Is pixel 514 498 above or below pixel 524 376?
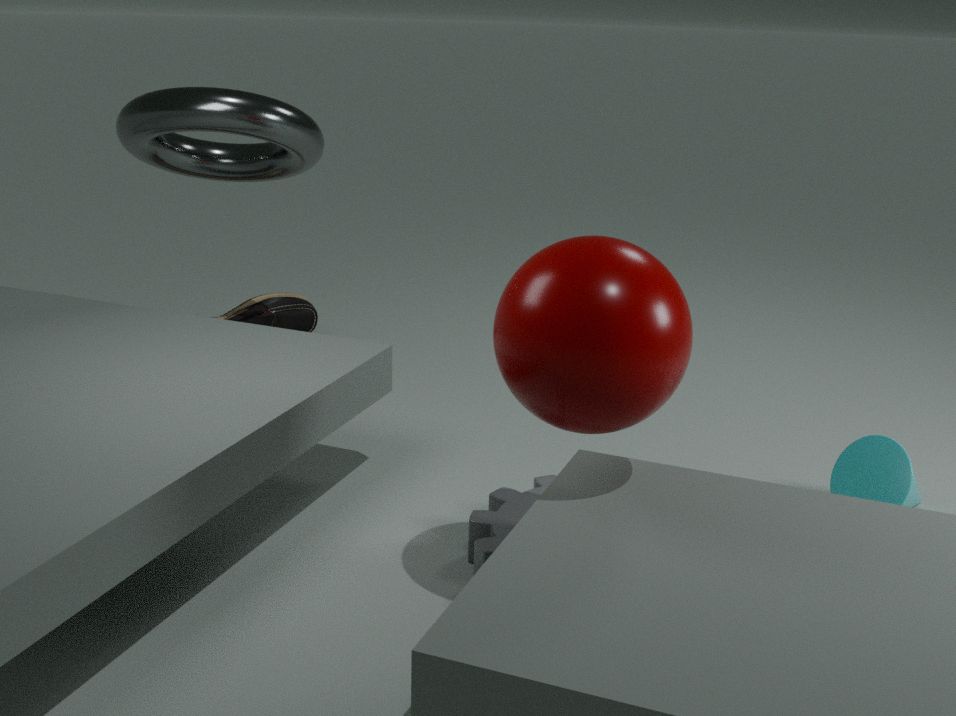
below
